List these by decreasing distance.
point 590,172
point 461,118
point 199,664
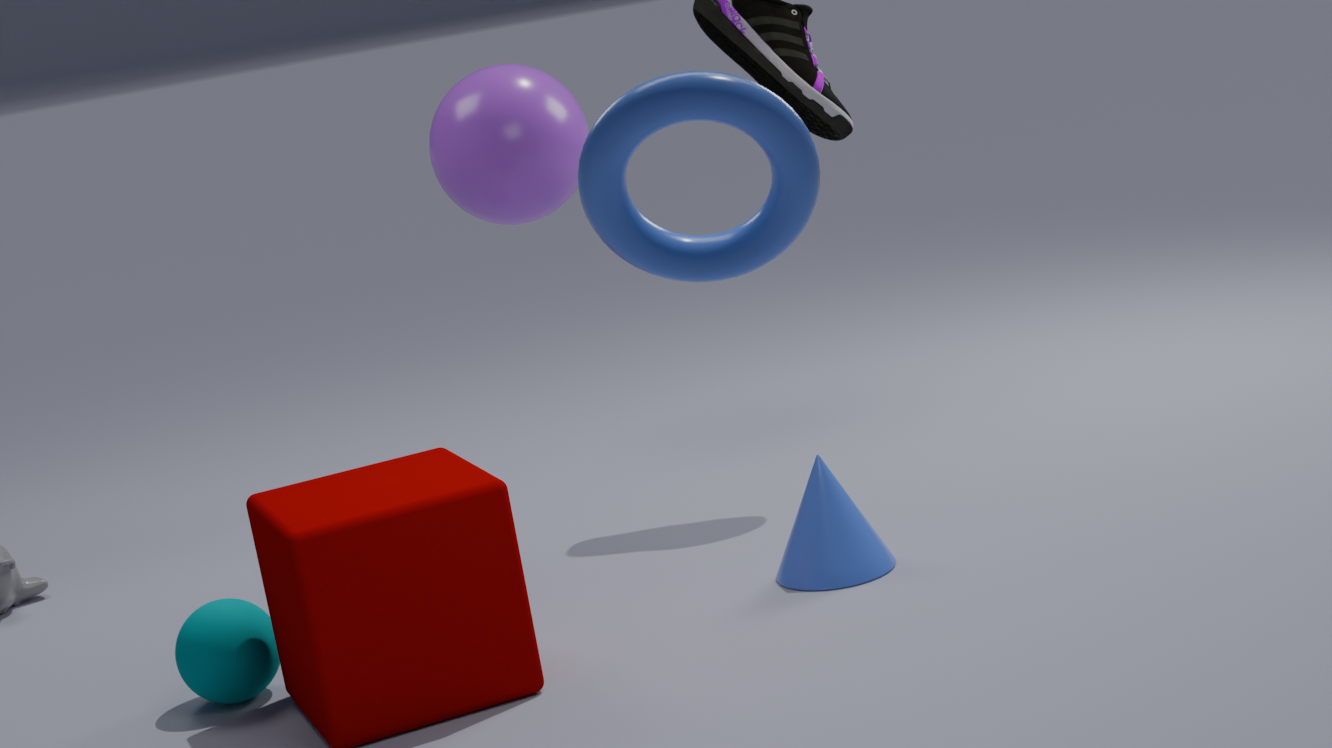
point 461,118 → point 199,664 → point 590,172
